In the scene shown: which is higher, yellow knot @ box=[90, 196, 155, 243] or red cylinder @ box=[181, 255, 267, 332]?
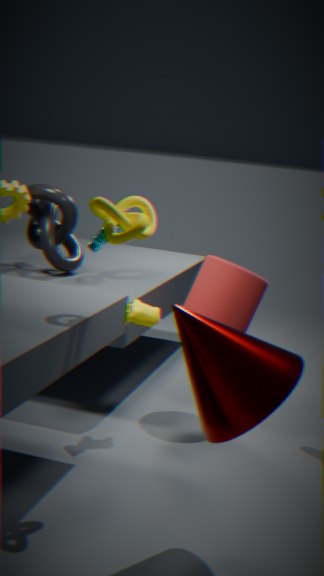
yellow knot @ box=[90, 196, 155, 243]
